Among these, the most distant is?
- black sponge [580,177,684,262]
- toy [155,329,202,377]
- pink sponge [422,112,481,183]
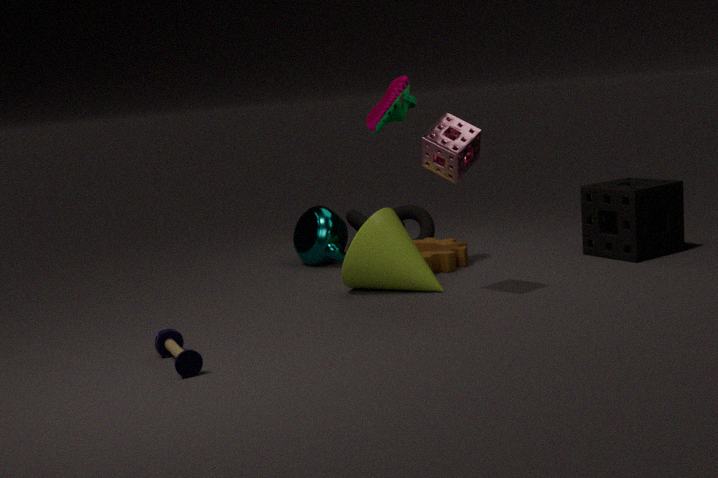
black sponge [580,177,684,262]
